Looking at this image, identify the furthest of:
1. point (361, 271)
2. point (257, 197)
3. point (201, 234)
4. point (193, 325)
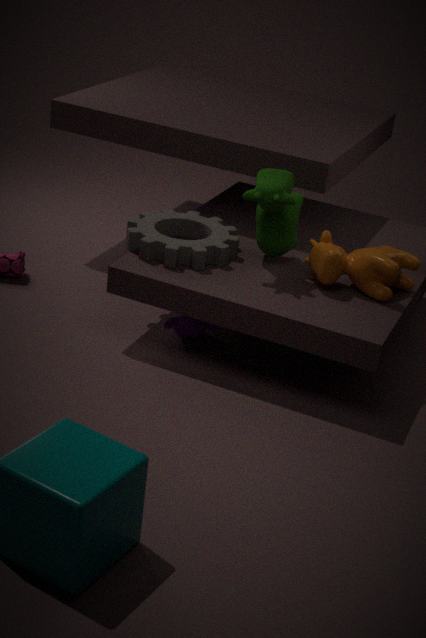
point (201, 234)
